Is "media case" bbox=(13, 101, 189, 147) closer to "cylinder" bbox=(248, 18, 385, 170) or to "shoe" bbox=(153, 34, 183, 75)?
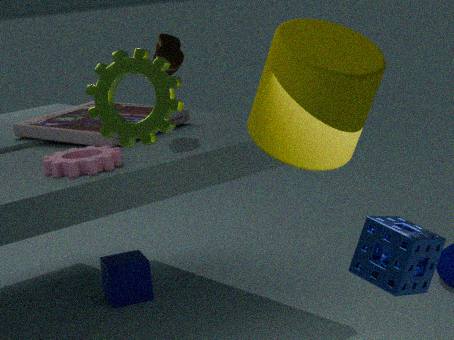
"shoe" bbox=(153, 34, 183, 75)
